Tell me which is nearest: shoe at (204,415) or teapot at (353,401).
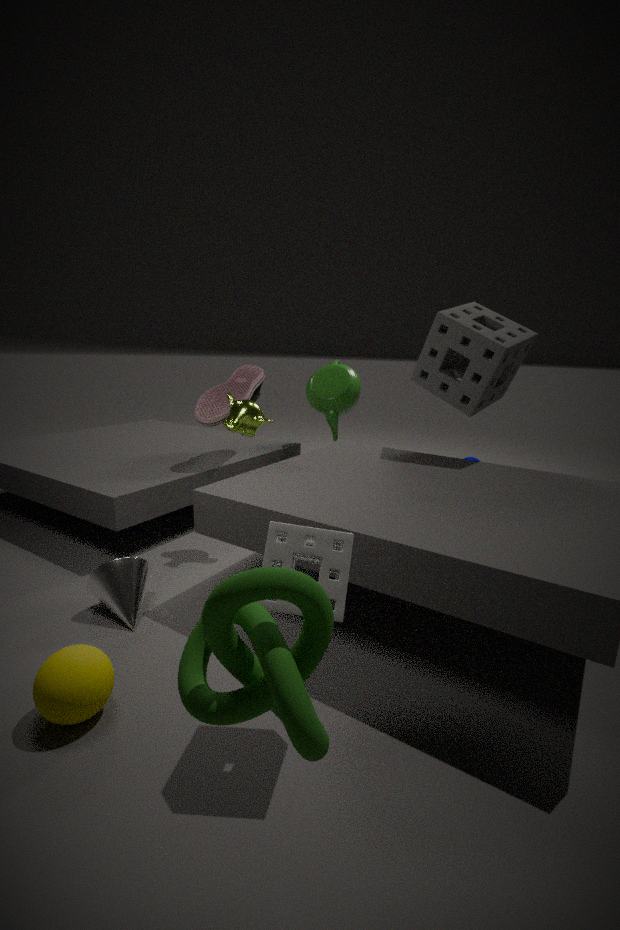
shoe at (204,415)
